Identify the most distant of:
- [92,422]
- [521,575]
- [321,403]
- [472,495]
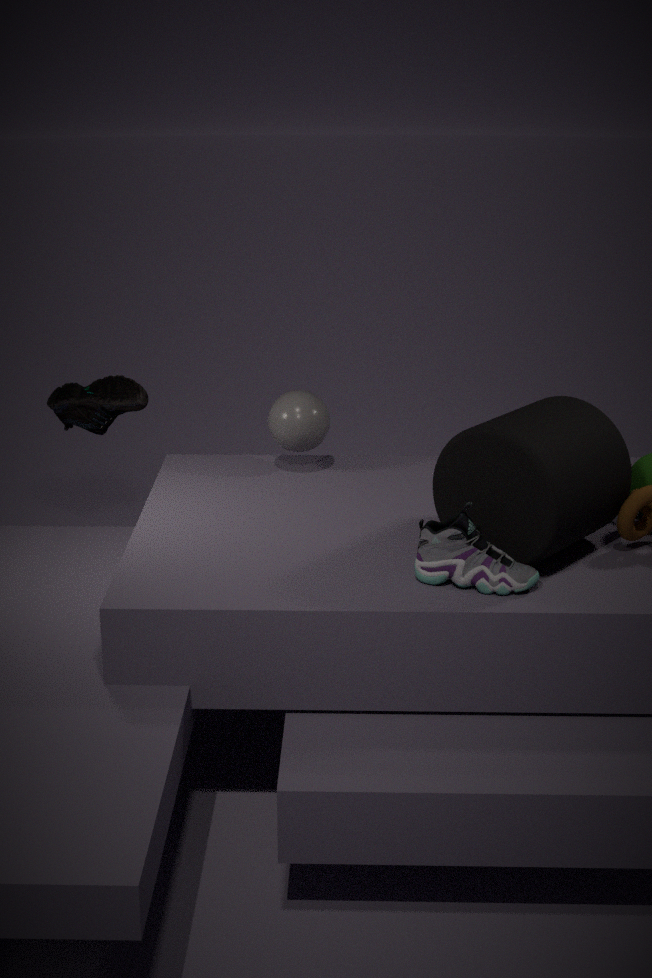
[92,422]
